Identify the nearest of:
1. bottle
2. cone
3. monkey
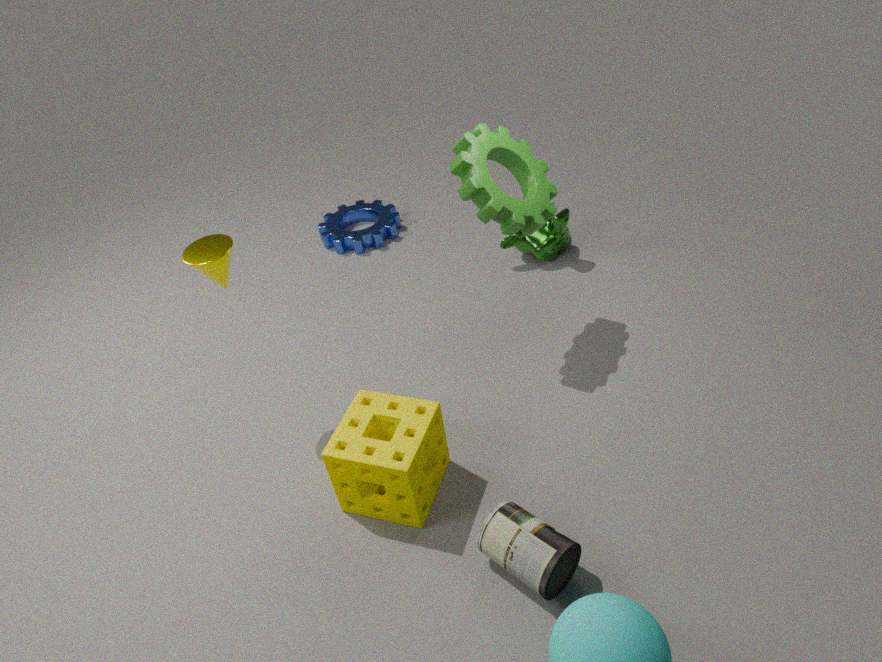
bottle
